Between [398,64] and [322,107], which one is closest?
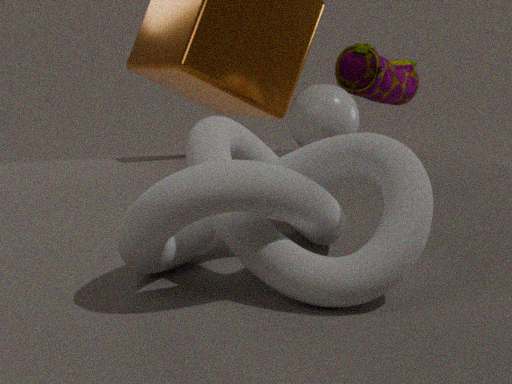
[322,107]
